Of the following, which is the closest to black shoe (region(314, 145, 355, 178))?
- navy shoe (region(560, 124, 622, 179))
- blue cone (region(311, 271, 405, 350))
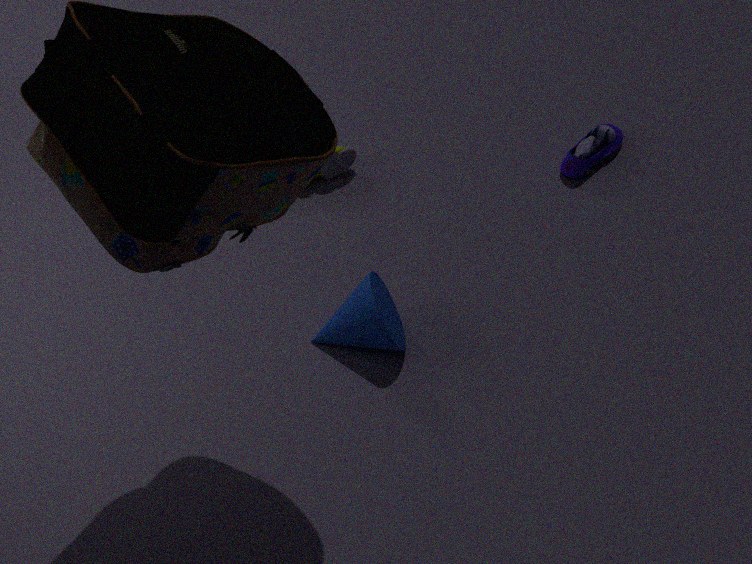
blue cone (region(311, 271, 405, 350))
